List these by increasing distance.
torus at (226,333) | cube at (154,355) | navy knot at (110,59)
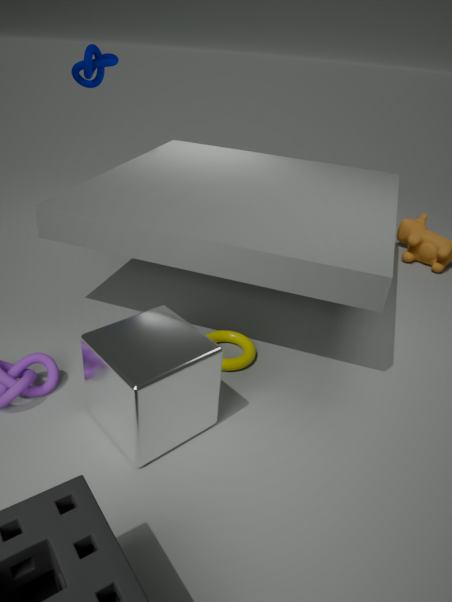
cube at (154,355) < torus at (226,333) < navy knot at (110,59)
